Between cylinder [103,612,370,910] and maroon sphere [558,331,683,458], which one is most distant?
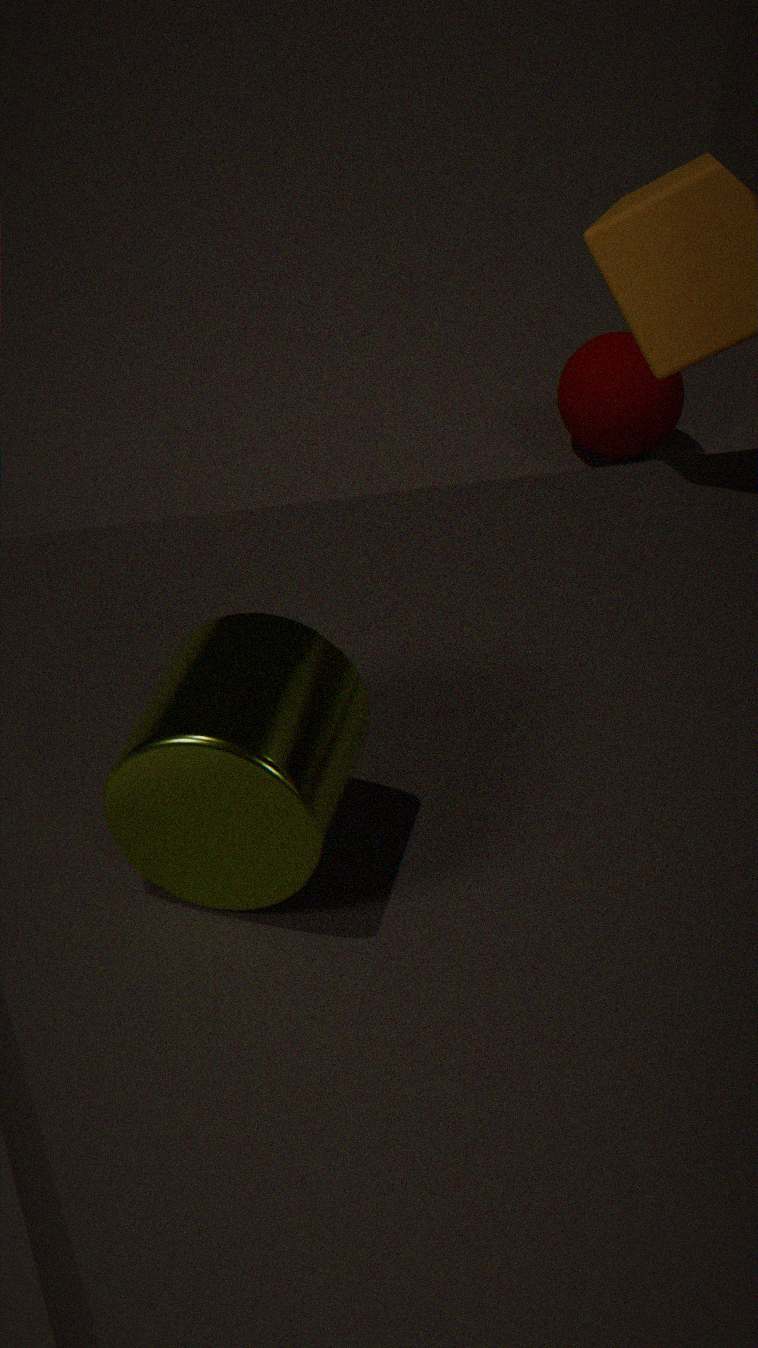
maroon sphere [558,331,683,458]
